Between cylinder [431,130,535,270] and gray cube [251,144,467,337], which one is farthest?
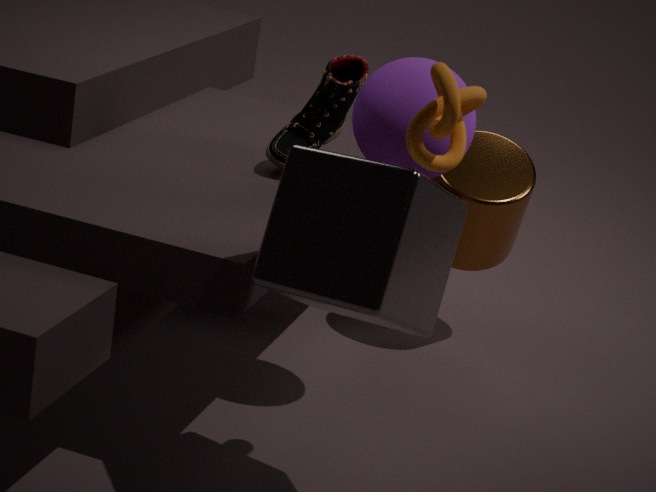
cylinder [431,130,535,270]
